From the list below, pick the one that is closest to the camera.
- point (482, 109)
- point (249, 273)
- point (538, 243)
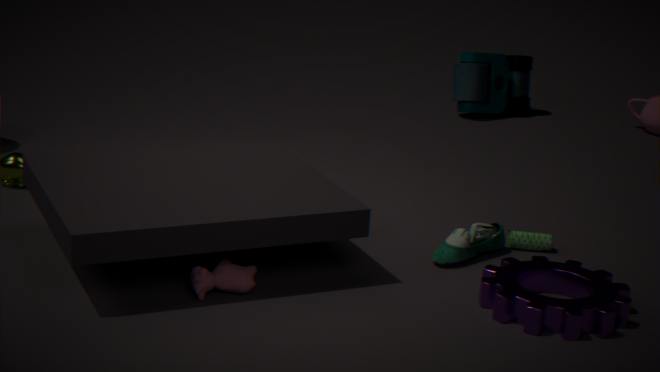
point (249, 273)
